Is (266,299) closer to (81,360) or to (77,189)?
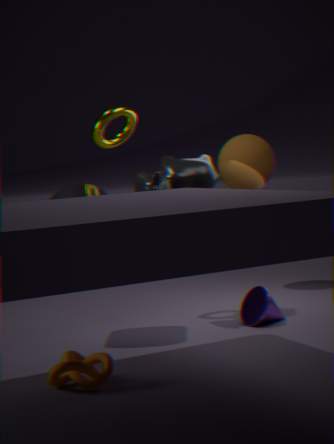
(77,189)
